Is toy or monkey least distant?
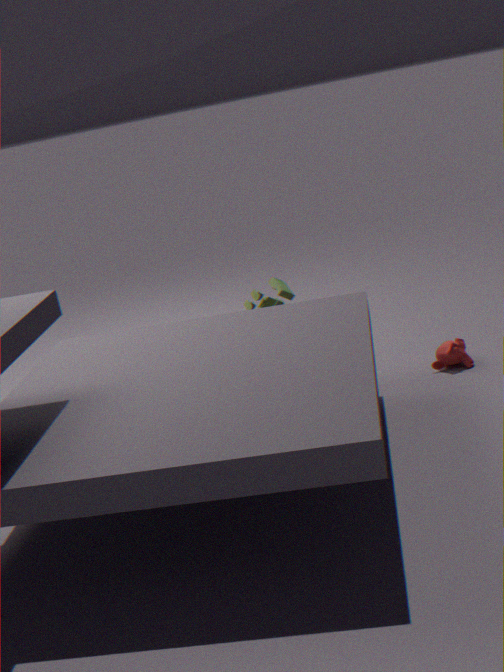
monkey
